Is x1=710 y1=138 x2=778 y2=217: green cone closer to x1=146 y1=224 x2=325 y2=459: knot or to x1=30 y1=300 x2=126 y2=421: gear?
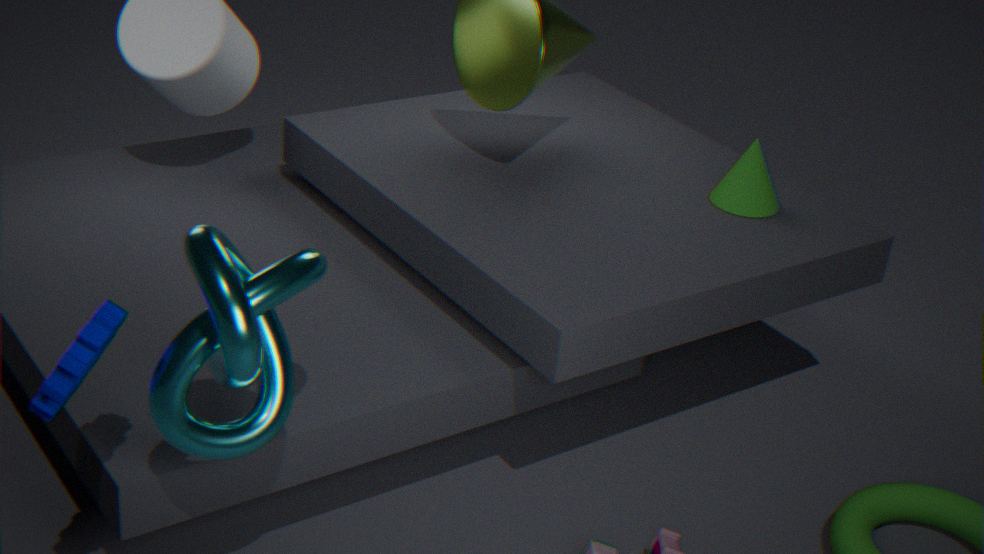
x1=146 y1=224 x2=325 y2=459: knot
